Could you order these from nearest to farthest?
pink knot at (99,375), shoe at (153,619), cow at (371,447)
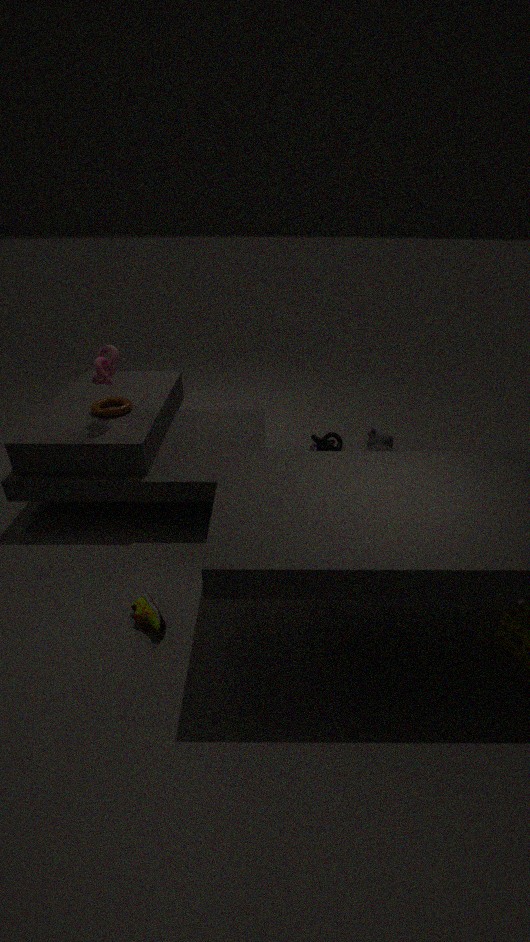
shoe at (153,619) → pink knot at (99,375) → cow at (371,447)
